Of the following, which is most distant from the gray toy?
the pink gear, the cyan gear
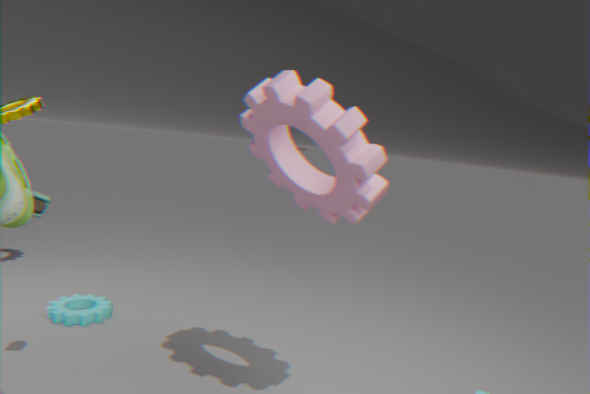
the pink gear
